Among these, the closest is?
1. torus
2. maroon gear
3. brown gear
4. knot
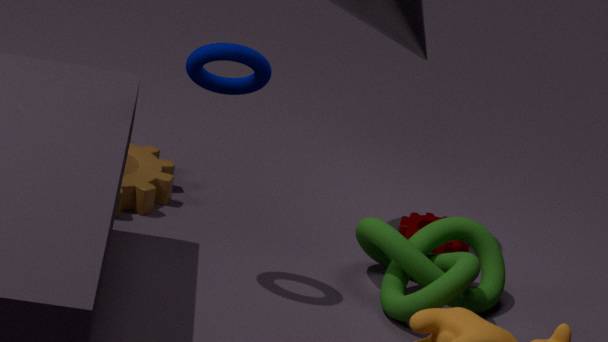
torus
